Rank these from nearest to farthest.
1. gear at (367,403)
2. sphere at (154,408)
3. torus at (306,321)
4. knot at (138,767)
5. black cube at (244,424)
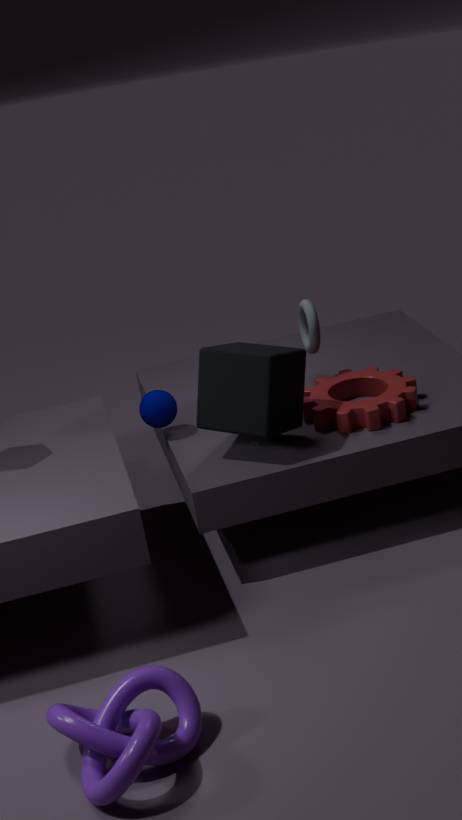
knot at (138,767) → black cube at (244,424) → gear at (367,403) → sphere at (154,408) → torus at (306,321)
